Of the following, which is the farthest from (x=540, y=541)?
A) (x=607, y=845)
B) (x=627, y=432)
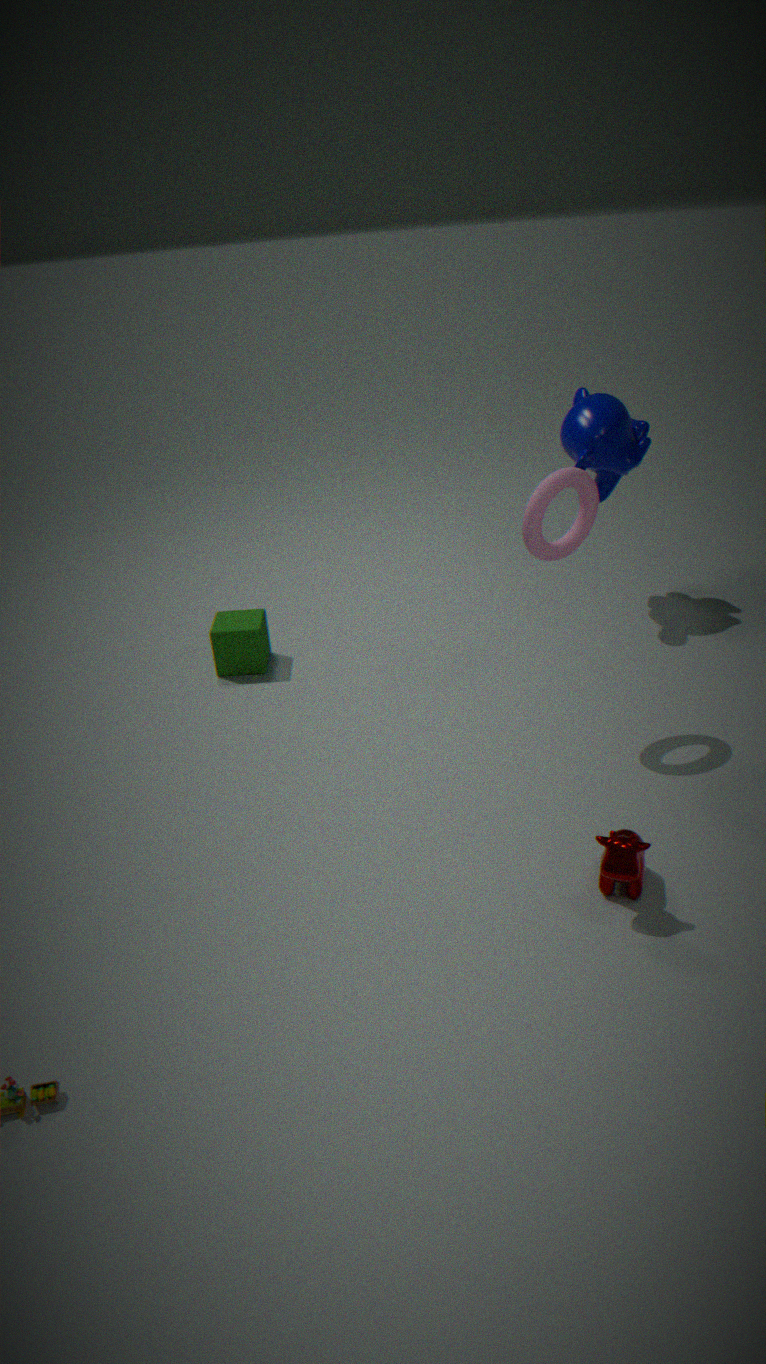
(x=607, y=845)
